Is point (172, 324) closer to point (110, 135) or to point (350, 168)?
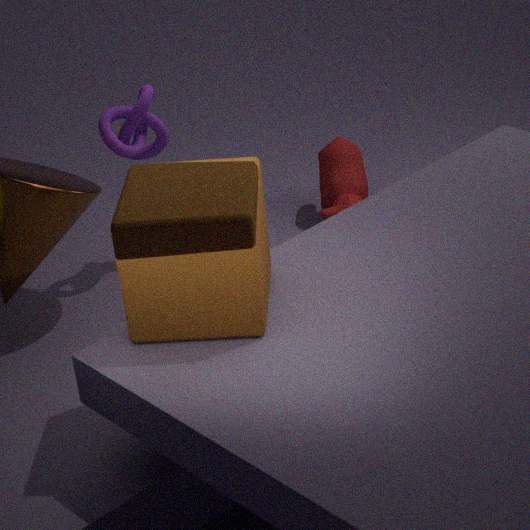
point (110, 135)
